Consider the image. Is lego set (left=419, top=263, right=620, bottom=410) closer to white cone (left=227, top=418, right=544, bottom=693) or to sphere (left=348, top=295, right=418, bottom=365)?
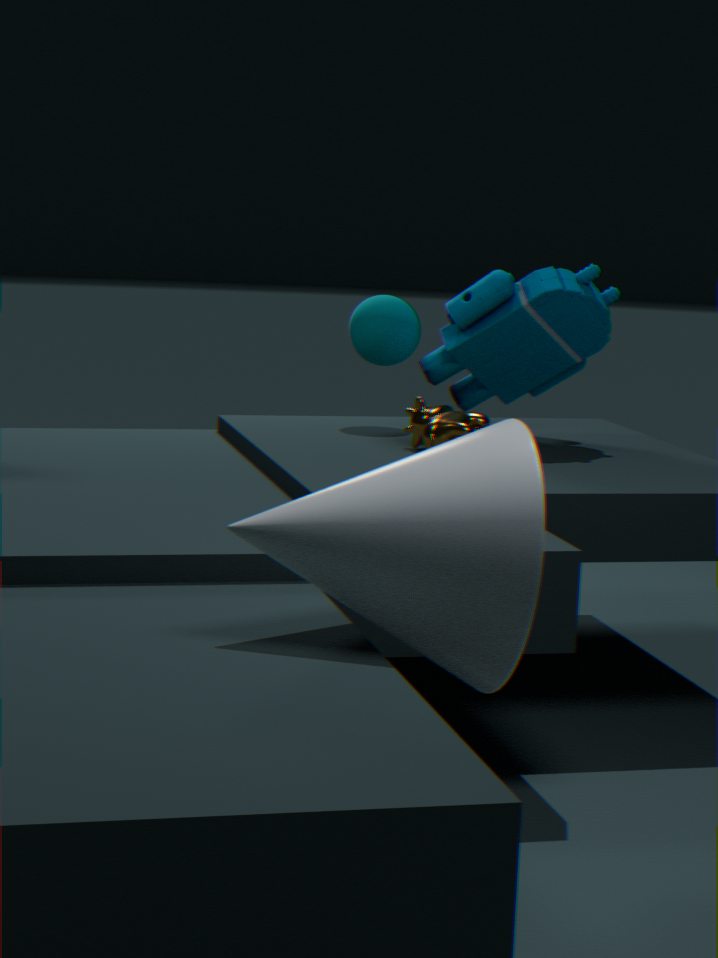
sphere (left=348, top=295, right=418, bottom=365)
